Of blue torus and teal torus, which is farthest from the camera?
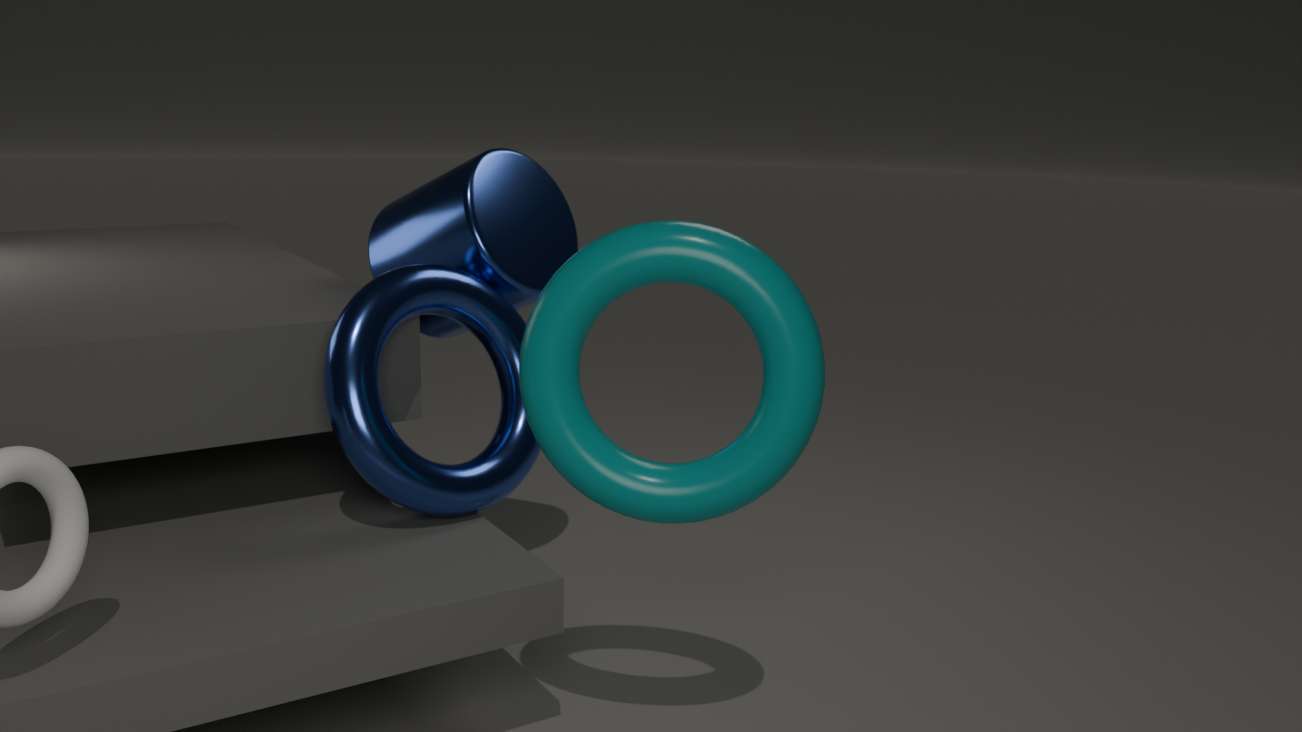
blue torus
